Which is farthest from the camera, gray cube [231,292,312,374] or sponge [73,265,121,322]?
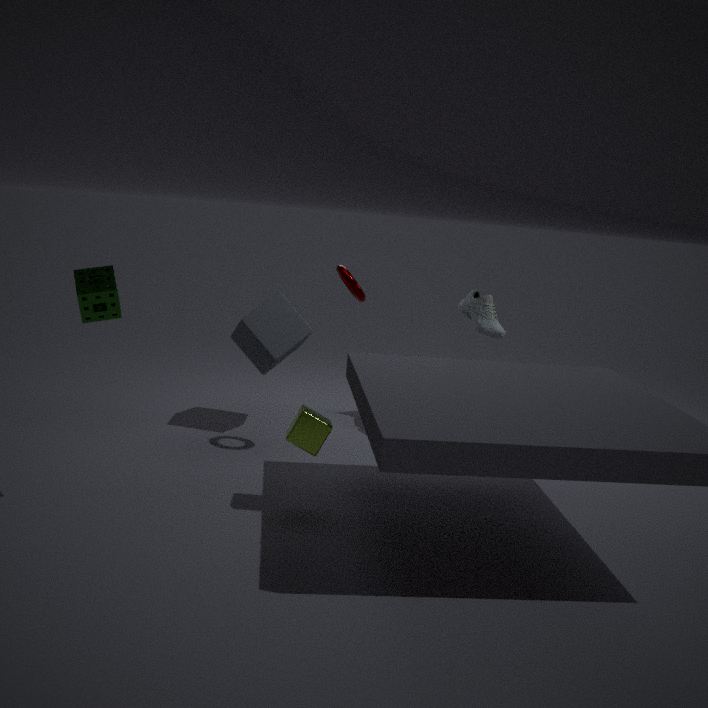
gray cube [231,292,312,374]
